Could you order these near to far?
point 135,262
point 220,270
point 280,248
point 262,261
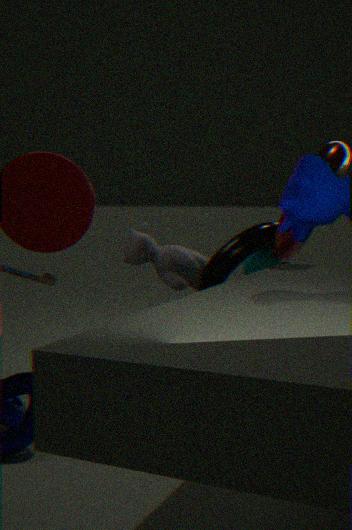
point 280,248 → point 220,270 → point 262,261 → point 135,262
